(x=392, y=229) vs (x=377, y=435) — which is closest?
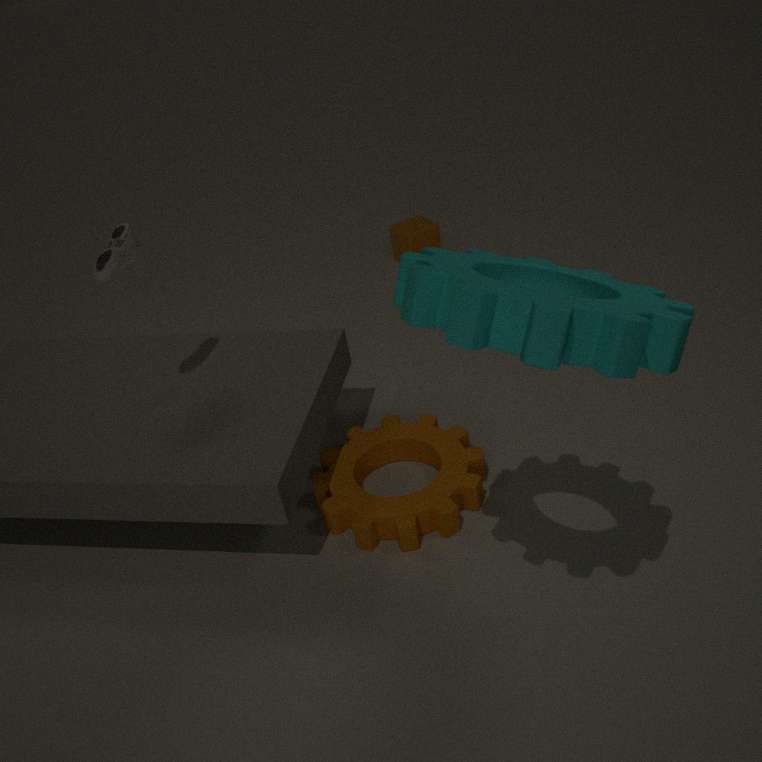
(x=377, y=435)
